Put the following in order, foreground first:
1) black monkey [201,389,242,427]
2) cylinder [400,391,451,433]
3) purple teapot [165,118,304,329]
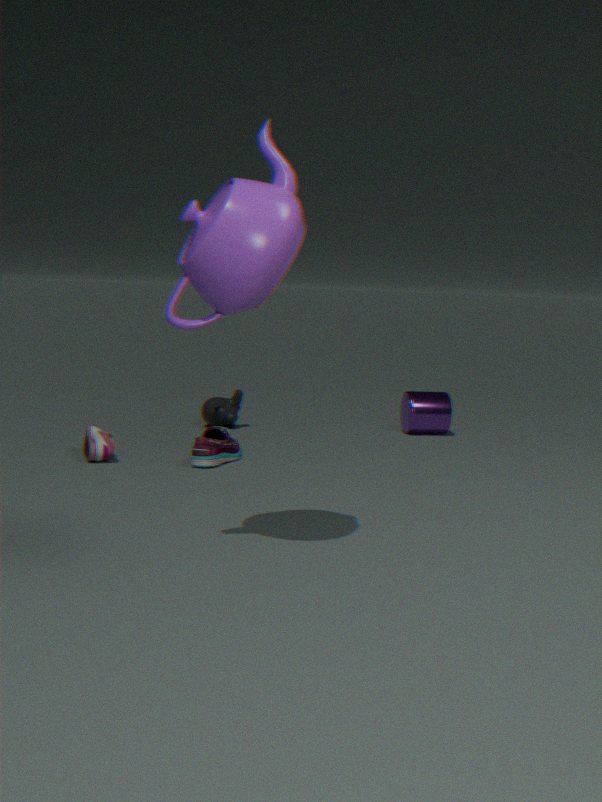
3. purple teapot [165,118,304,329] → 2. cylinder [400,391,451,433] → 1. black monkey [201,389,242,427]
